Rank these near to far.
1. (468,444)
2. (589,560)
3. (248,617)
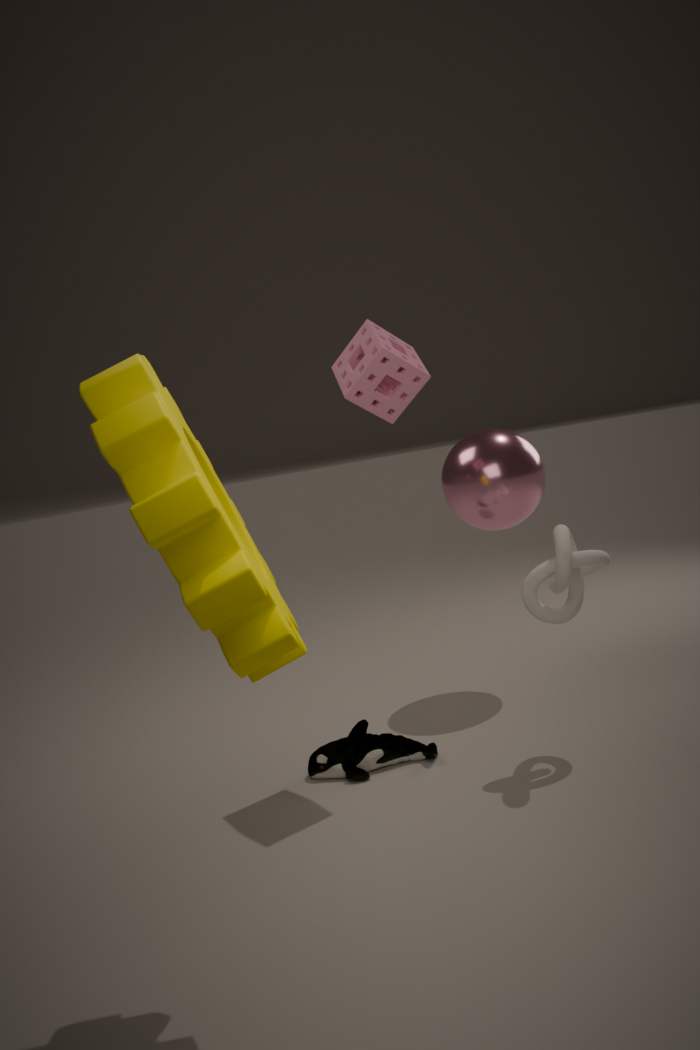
1. (248,617)
2. (589,560)
3. (468,444)
